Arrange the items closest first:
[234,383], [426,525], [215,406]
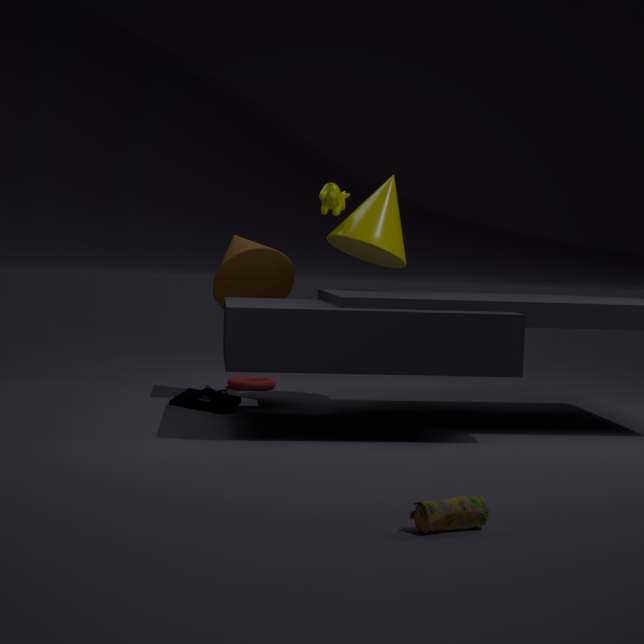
[426,525] → [215,406] → [234,383]
